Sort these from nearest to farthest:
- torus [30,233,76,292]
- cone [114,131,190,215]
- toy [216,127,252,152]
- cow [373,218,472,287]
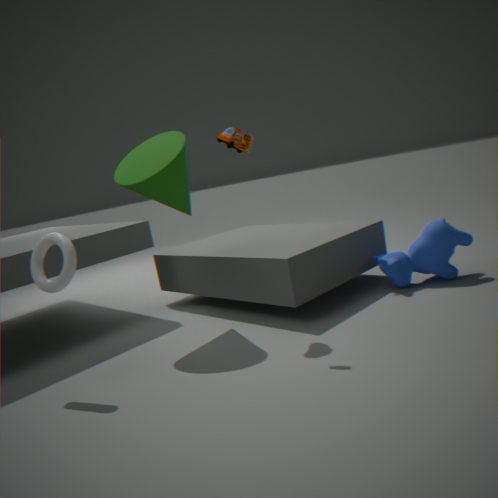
torus [30,233,76,292], toy [216,127,252,152], cone [114,131,190,215], cow [373,218,472,287]
